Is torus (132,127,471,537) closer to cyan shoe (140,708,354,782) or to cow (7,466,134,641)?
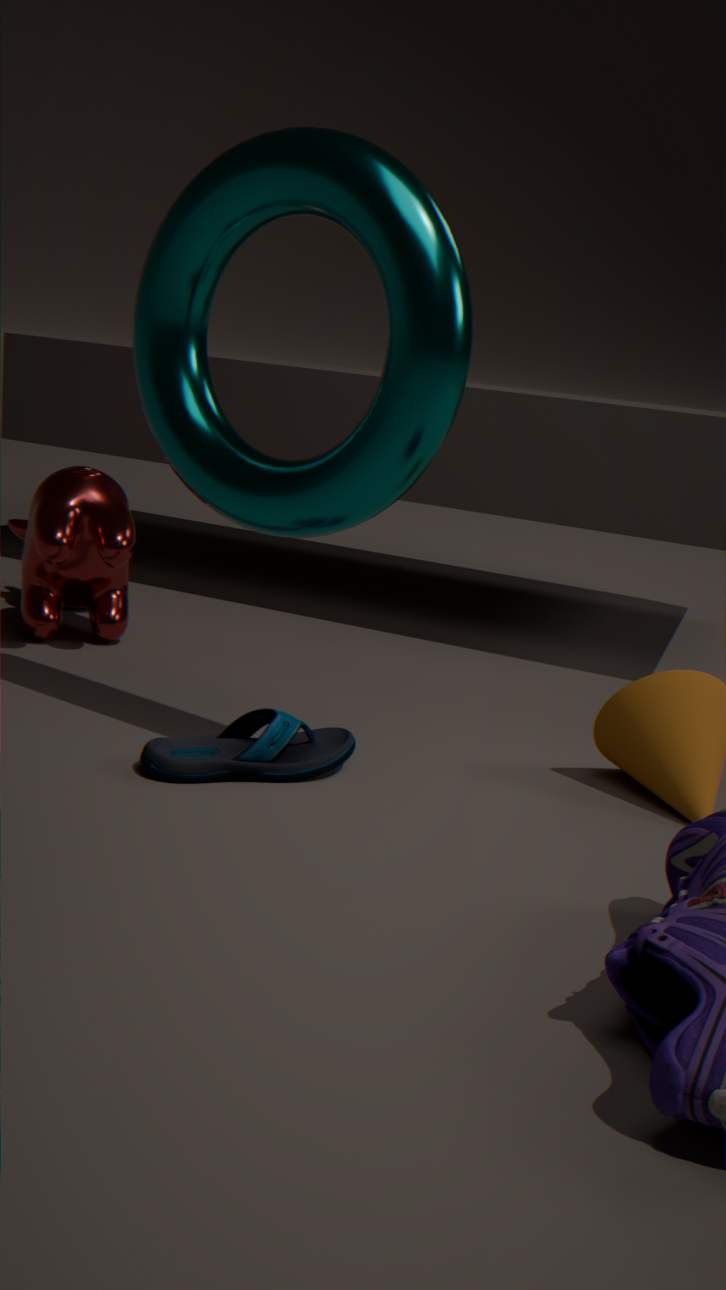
cyan shoe (140,708,354,782)
